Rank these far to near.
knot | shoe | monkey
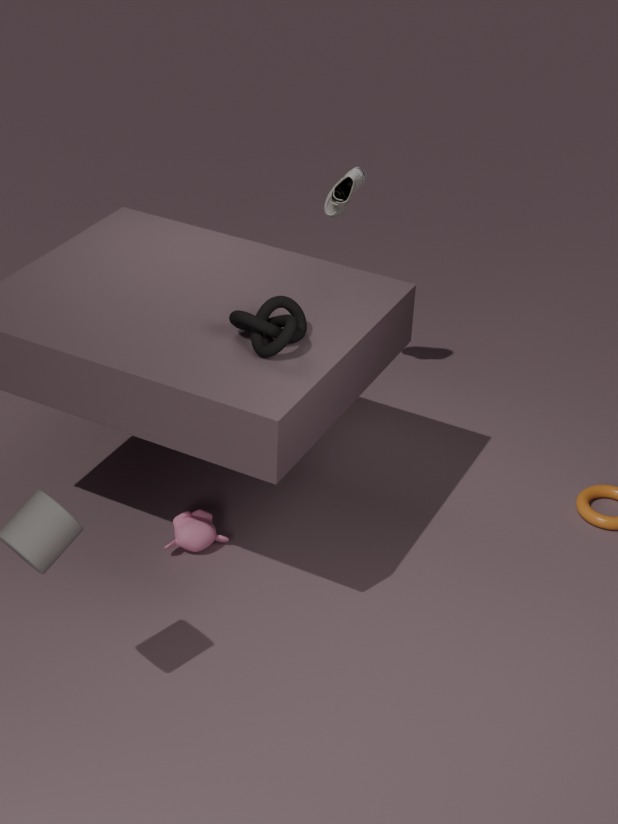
shoe < monkey < knot
